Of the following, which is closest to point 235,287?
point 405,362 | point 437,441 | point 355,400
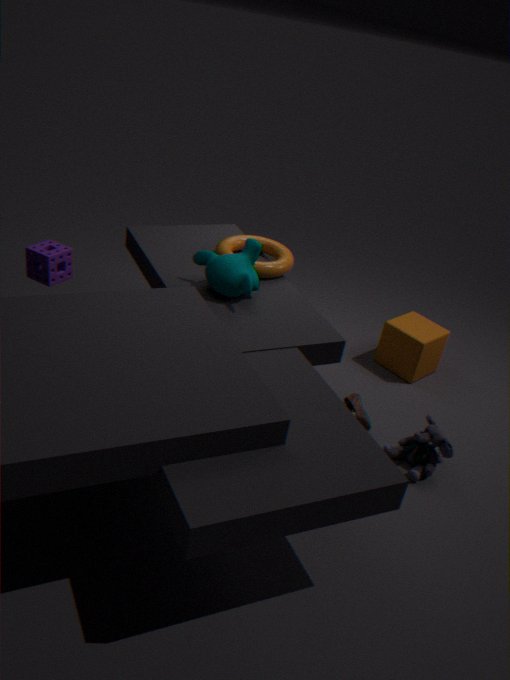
point 355,400
